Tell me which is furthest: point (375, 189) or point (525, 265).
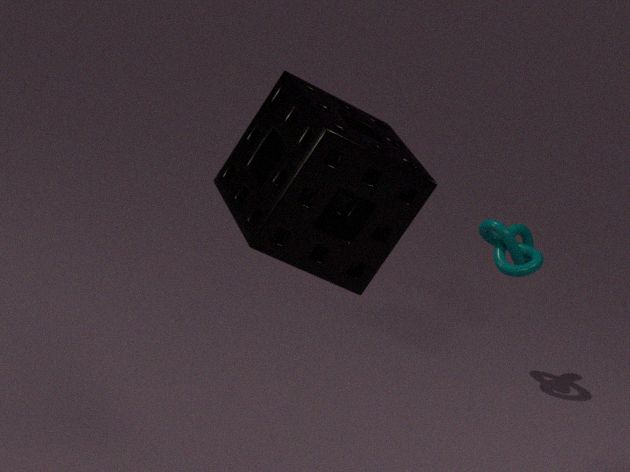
point (525, 265)
